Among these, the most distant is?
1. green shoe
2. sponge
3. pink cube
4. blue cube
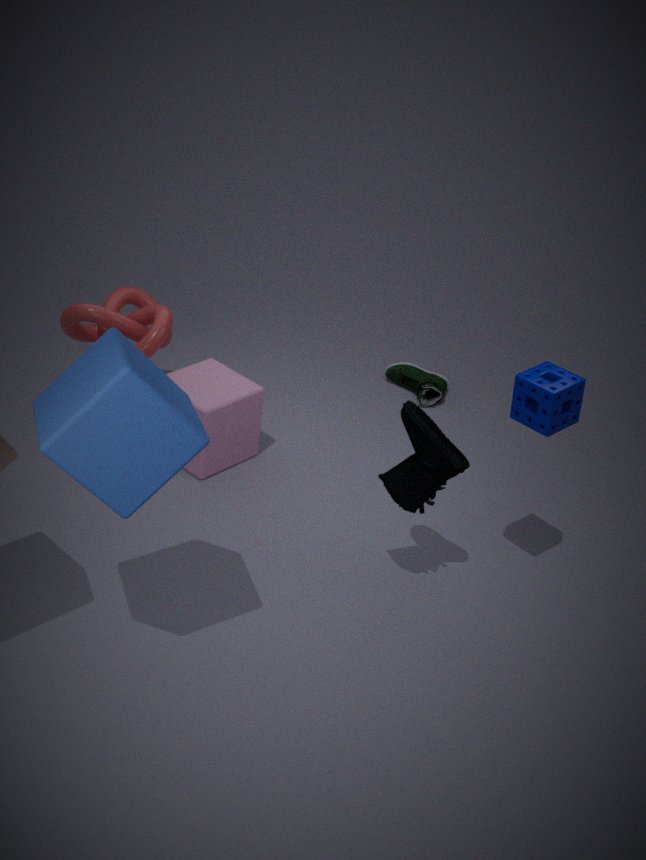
green shoe
